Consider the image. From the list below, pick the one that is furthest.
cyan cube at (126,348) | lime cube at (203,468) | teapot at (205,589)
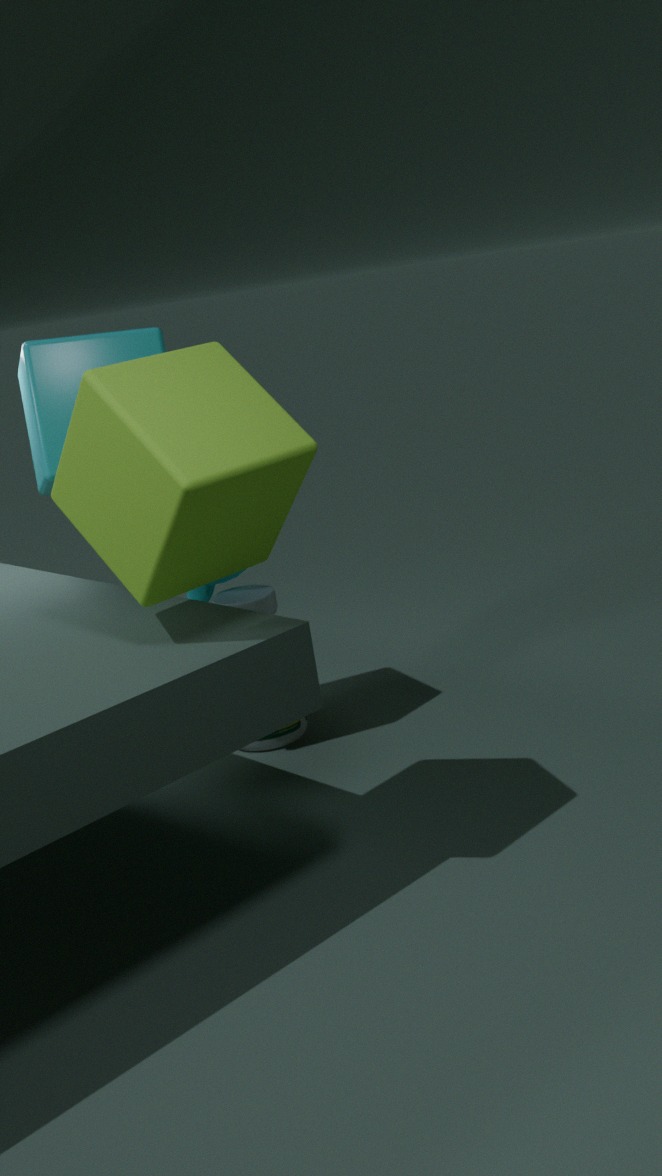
teapot at (205,589)
